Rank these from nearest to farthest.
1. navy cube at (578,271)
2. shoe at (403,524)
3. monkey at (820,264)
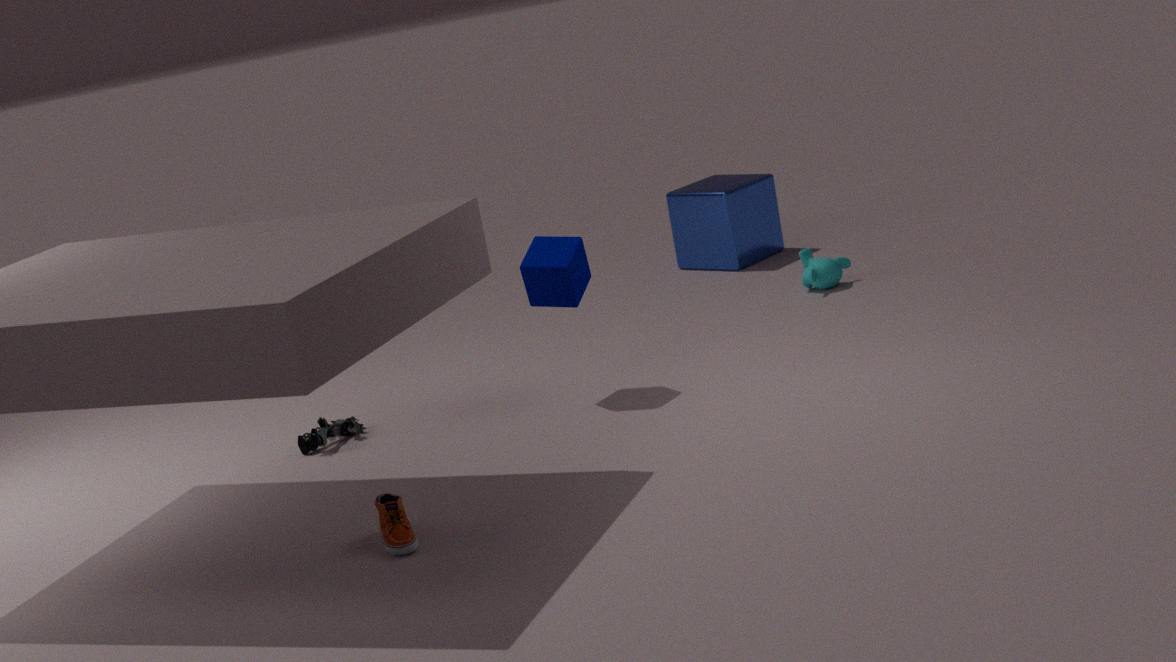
shoe at (403,524), navy cube at (578,271), monkey at (820,264)
